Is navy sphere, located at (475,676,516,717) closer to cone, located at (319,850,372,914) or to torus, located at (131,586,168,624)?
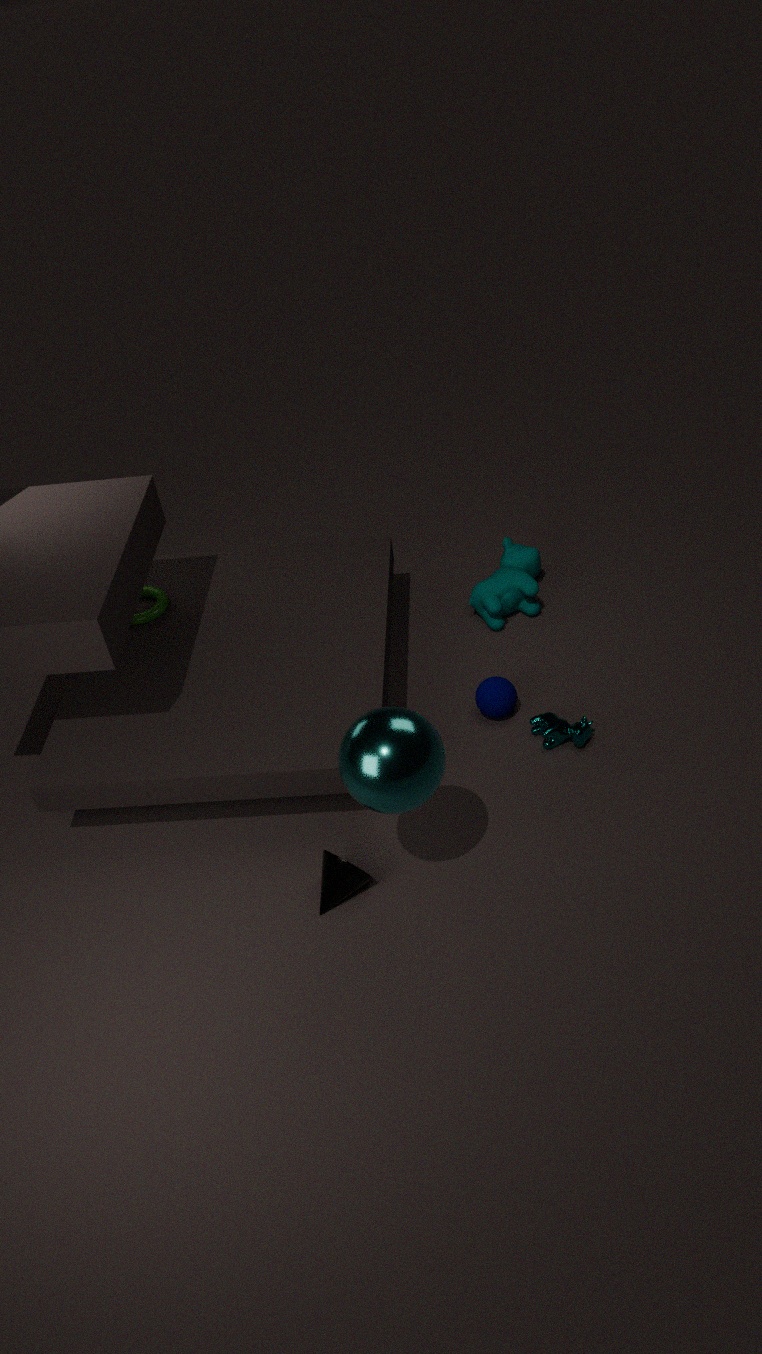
cone, located at (319,850,372,914)
